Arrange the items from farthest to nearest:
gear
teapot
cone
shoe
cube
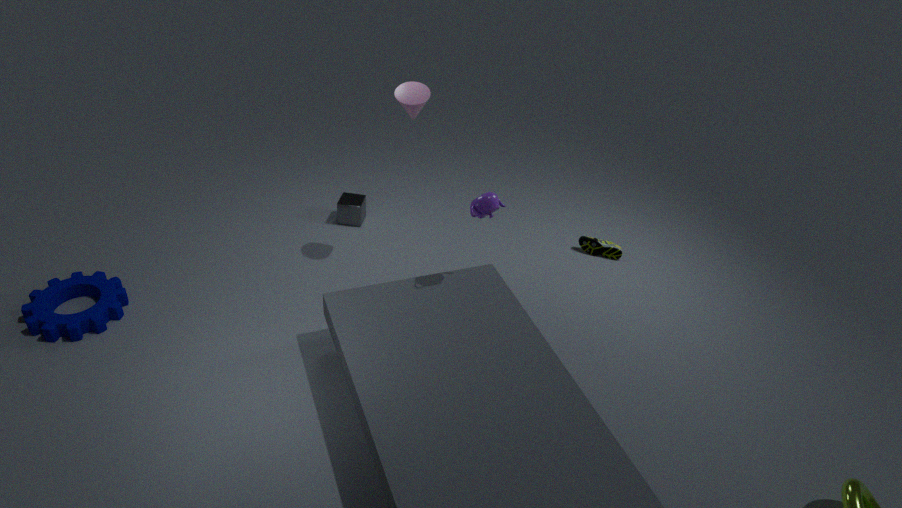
cube → shoe → cone → gear → teapot
